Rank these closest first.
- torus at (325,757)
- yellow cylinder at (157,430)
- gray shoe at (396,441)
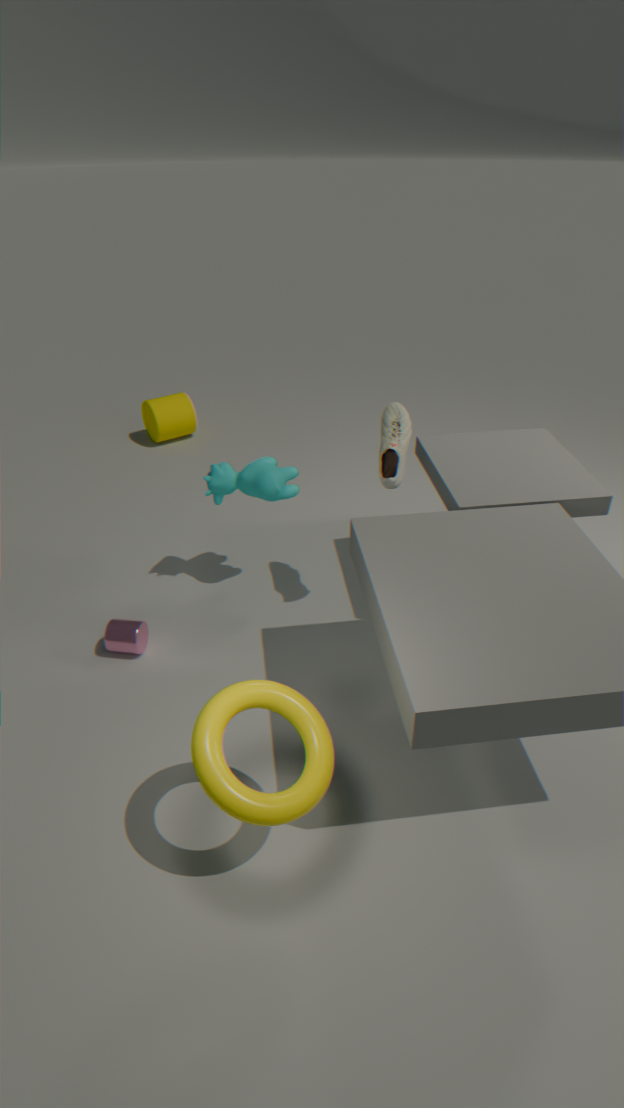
torus at (325,757) < gray shoe at (396,441) < yellow cylinder at (157,430)
